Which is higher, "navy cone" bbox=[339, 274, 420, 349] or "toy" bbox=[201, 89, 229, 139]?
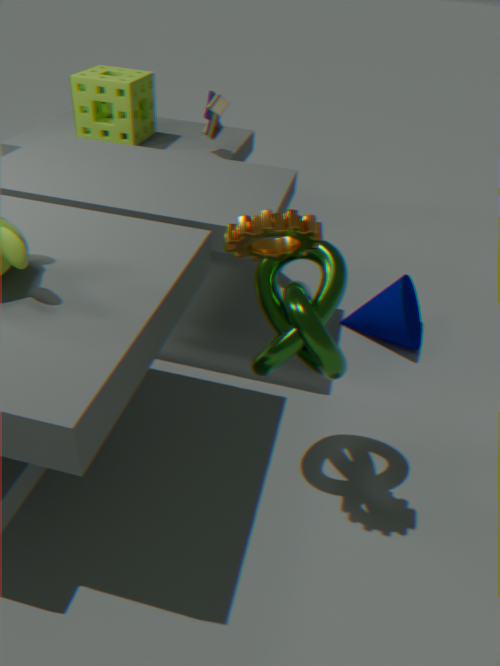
"toy" bbox=[201, 89, 229, 139]
